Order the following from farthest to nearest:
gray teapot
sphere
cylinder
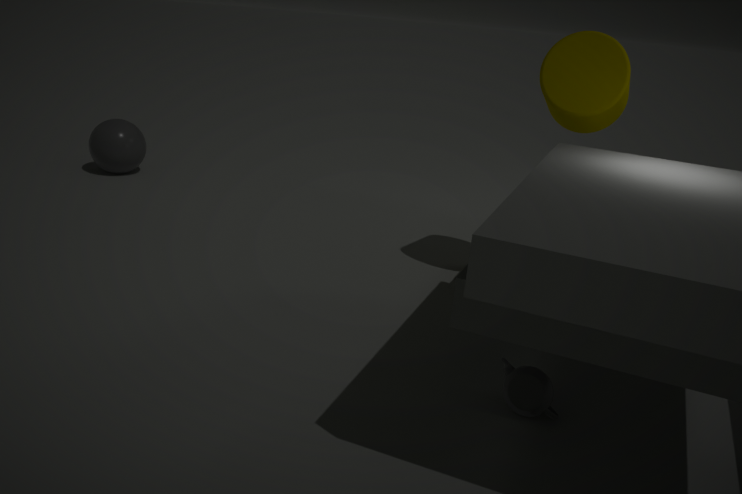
sphere → cylinder → gray teapot
